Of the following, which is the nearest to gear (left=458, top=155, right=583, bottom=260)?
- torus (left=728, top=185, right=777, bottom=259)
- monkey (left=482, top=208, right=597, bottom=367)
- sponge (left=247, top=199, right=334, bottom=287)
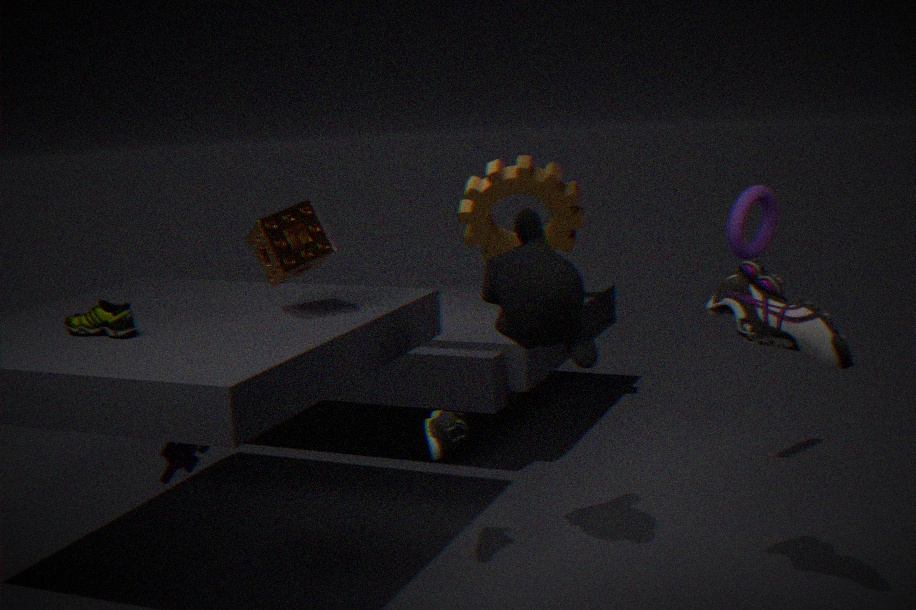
torus (left=728, top=185, right=777, bottom=259)
